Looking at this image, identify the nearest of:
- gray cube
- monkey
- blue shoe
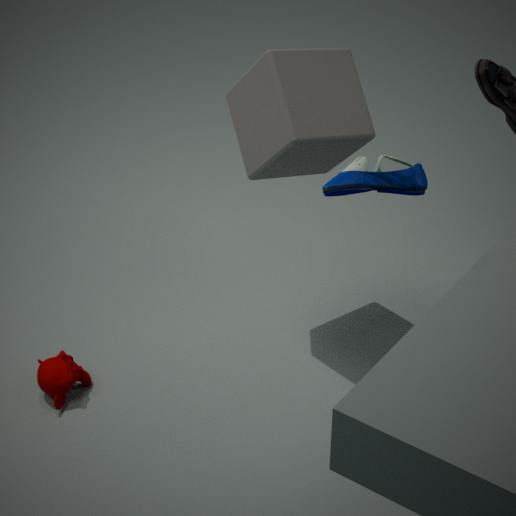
blue shoe
